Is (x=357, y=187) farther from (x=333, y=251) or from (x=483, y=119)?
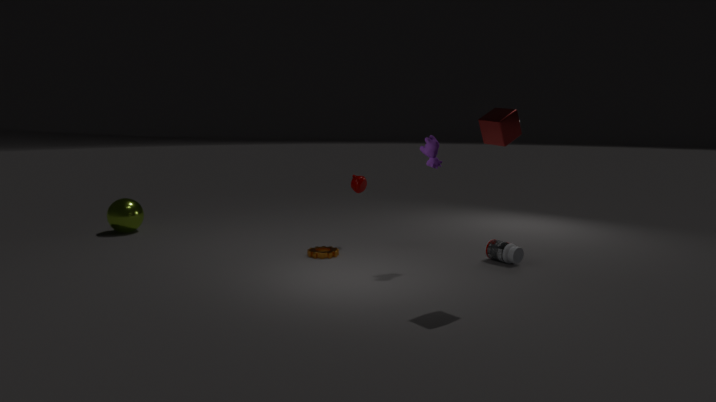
(x=483, y=119)
